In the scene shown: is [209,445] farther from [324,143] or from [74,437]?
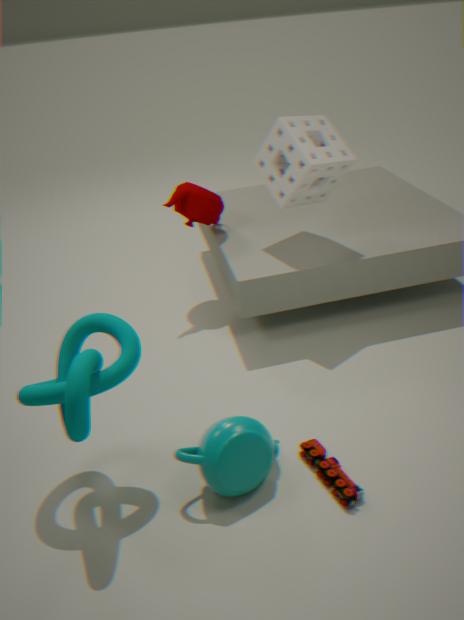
[324,143]
